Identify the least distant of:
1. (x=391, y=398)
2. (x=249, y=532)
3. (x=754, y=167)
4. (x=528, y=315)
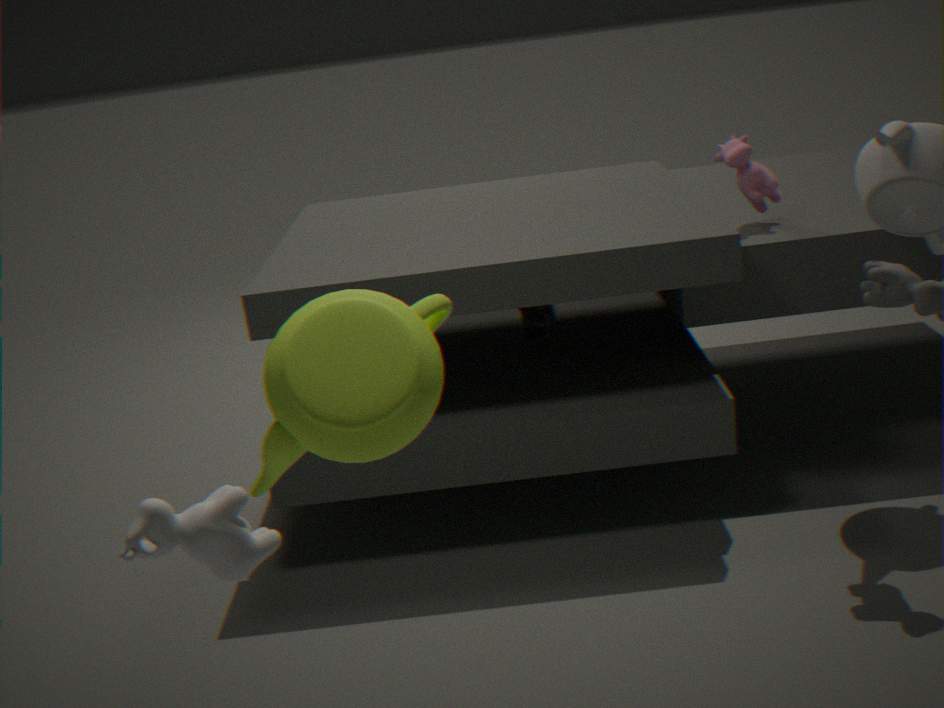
(x=249, y=532)
